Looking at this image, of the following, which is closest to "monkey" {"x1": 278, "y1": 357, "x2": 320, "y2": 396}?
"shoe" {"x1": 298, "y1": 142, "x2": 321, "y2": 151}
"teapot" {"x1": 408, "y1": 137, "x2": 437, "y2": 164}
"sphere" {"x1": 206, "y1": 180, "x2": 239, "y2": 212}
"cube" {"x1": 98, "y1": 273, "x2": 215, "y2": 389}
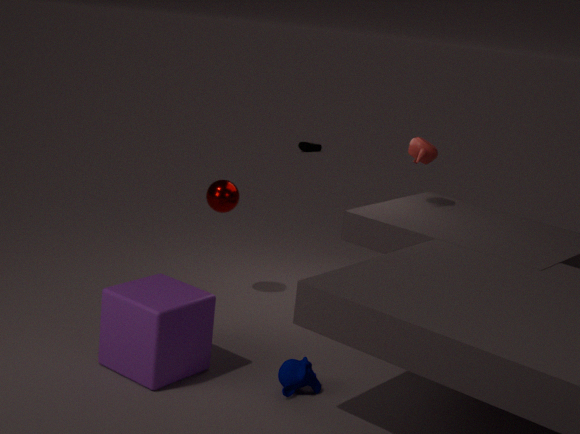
"cube" {"x1": 98, "y1": 273, "x2": 215, "y2": 389}
